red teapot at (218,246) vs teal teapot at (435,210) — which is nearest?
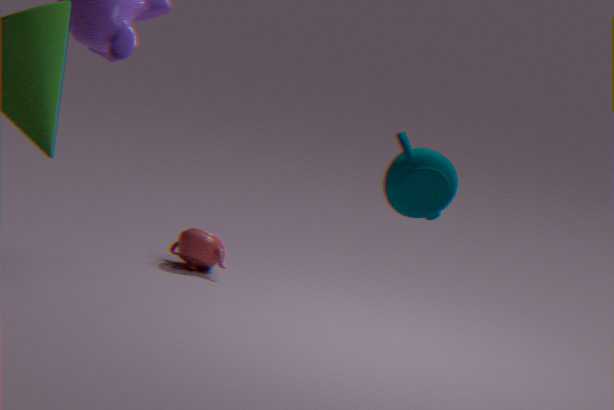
teal teapot at (435,210)
